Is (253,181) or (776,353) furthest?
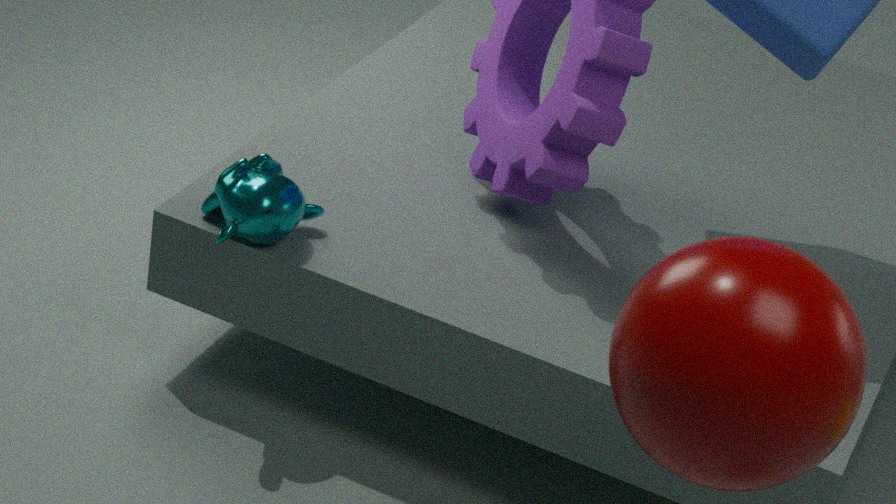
(253,181)
